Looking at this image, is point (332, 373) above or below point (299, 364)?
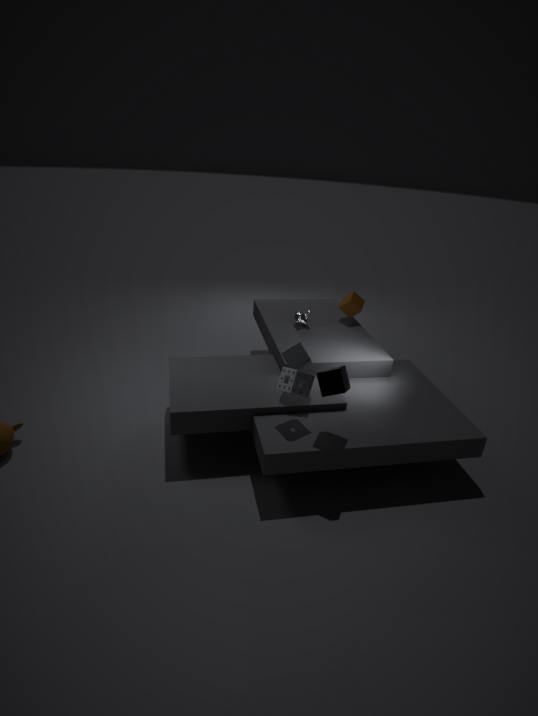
above
